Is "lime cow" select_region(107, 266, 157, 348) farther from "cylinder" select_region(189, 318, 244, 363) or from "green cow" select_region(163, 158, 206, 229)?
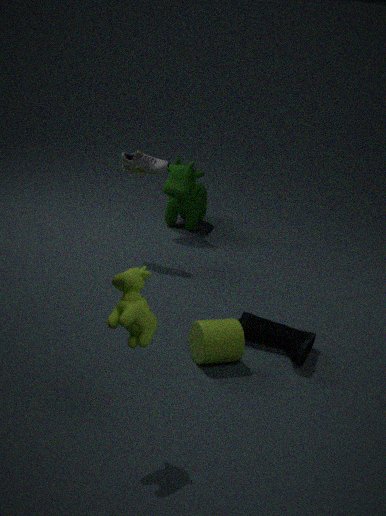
"green cow" select_region(163, 158, 206, 229)
